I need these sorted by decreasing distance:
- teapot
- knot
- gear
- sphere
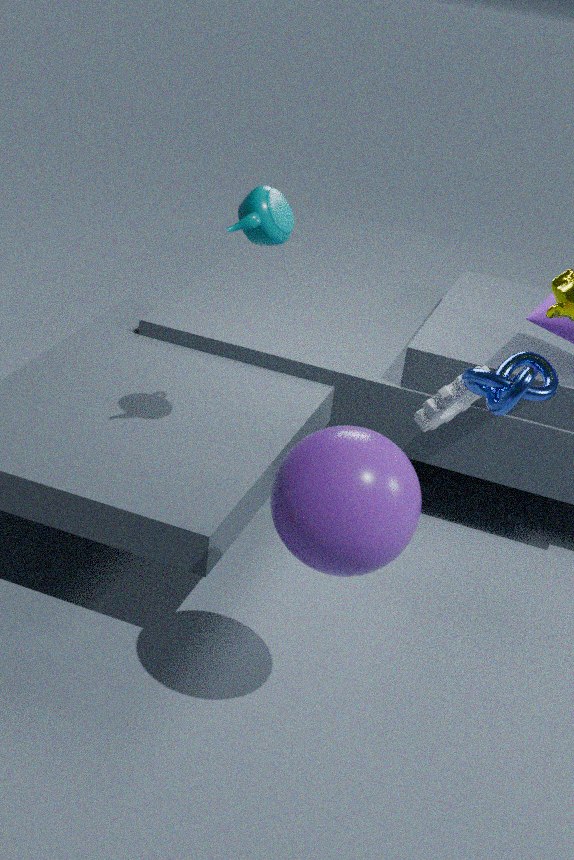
1. gear
2. knot
3. teapot
4. sphere
